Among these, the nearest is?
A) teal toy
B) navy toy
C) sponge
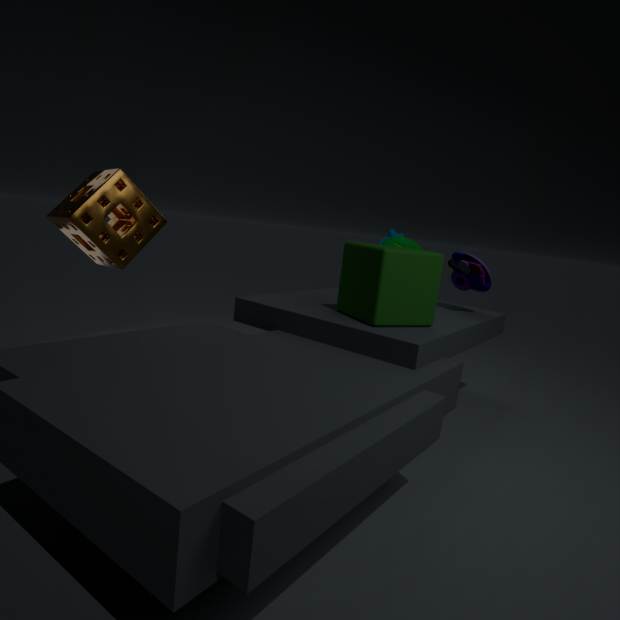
sponge
